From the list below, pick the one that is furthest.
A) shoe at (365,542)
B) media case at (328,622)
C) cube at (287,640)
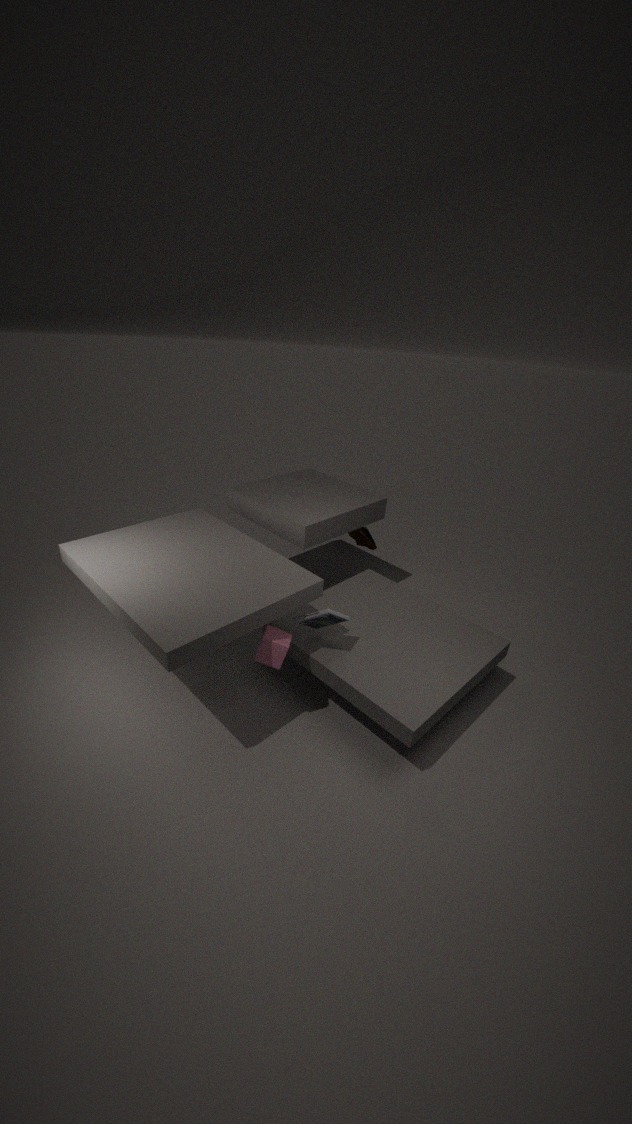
shoe at (365,542)
